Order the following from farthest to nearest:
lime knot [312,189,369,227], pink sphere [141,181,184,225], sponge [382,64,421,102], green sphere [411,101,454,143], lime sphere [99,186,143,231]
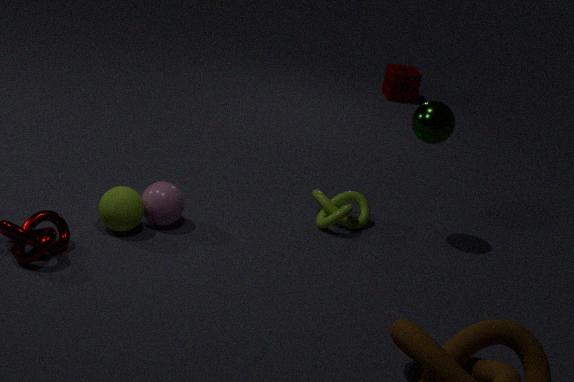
sponge [382,64,421,102] < lime knot [312,189,369,227] < green sphere [411,101,454,143] < pink sphere [141,181,184,225] < lime sphere [99,186,143,231]
